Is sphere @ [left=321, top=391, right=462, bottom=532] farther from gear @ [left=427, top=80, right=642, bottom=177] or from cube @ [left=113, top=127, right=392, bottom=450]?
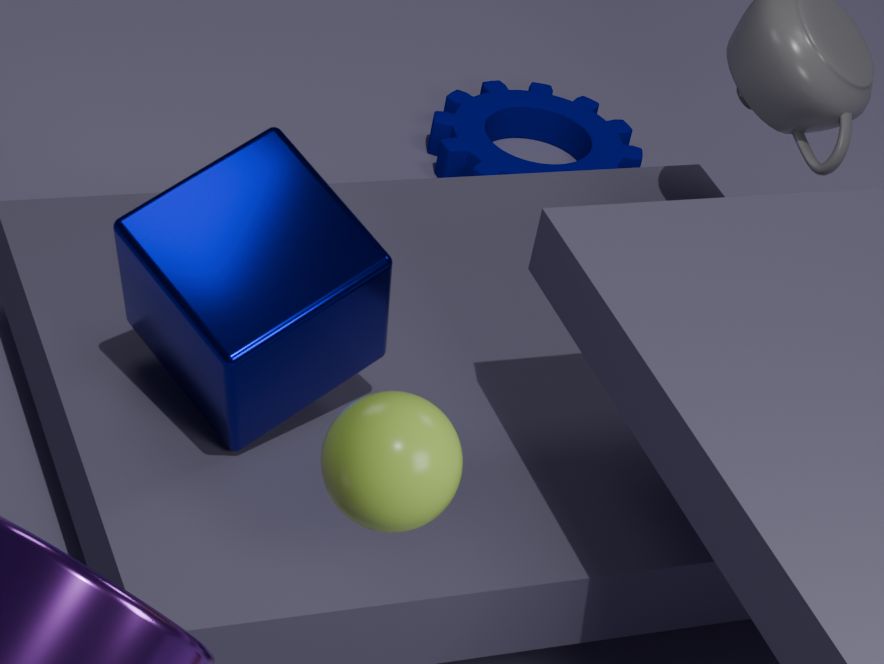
gear @ [left=427, top=80, right=642, bottom=177]
